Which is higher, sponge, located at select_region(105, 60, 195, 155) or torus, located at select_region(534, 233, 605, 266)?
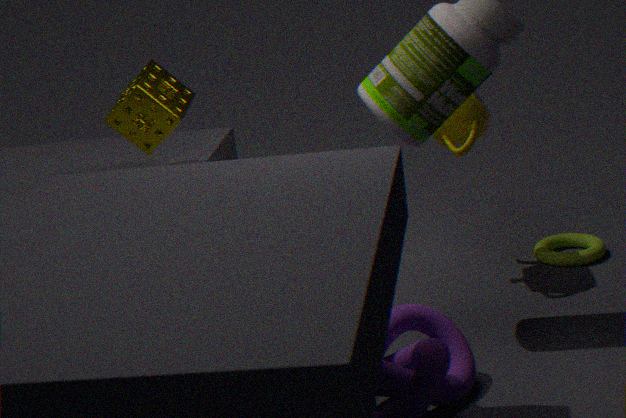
sponge, located at select_region(105, 60, 195, 155)
